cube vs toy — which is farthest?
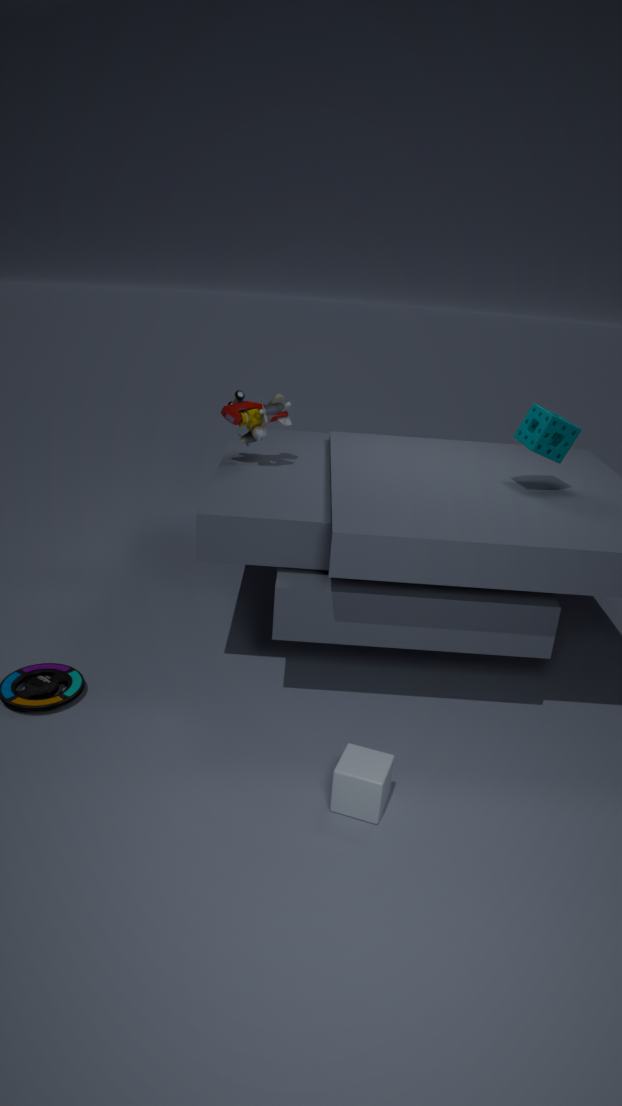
toy
